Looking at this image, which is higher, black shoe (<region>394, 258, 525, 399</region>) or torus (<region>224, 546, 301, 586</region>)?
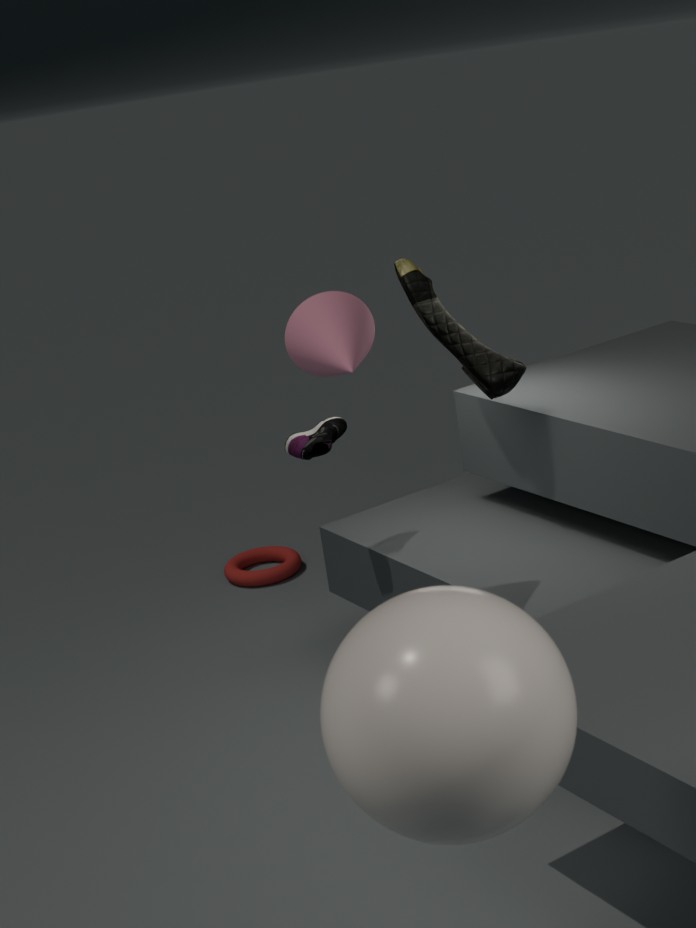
black shoe (<region>394, 258, 525, 399</region>)
